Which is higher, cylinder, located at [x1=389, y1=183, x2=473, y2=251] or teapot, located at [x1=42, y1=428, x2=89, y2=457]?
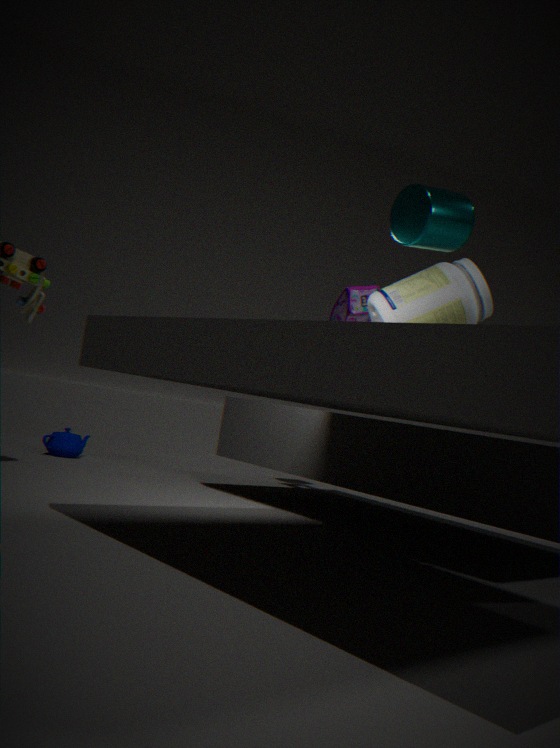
cylinder, located at [x1=389, y1=183, x2=473, y2=251]
